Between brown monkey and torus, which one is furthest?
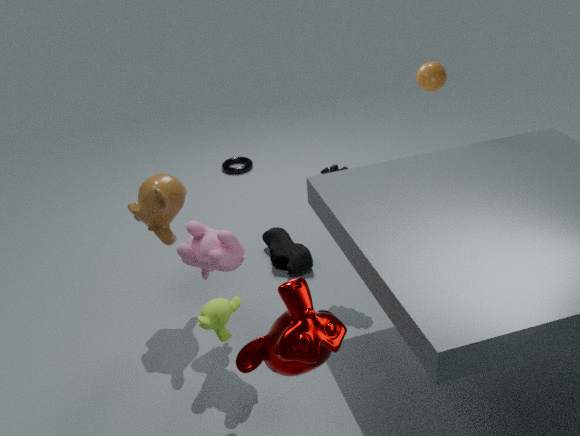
torus
